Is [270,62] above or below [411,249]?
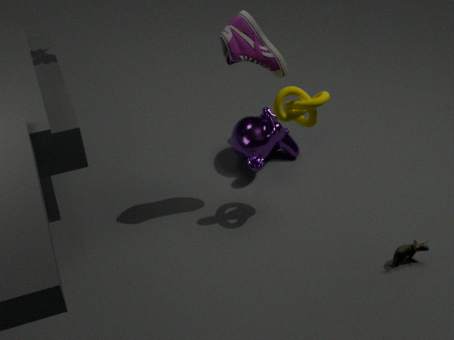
above
